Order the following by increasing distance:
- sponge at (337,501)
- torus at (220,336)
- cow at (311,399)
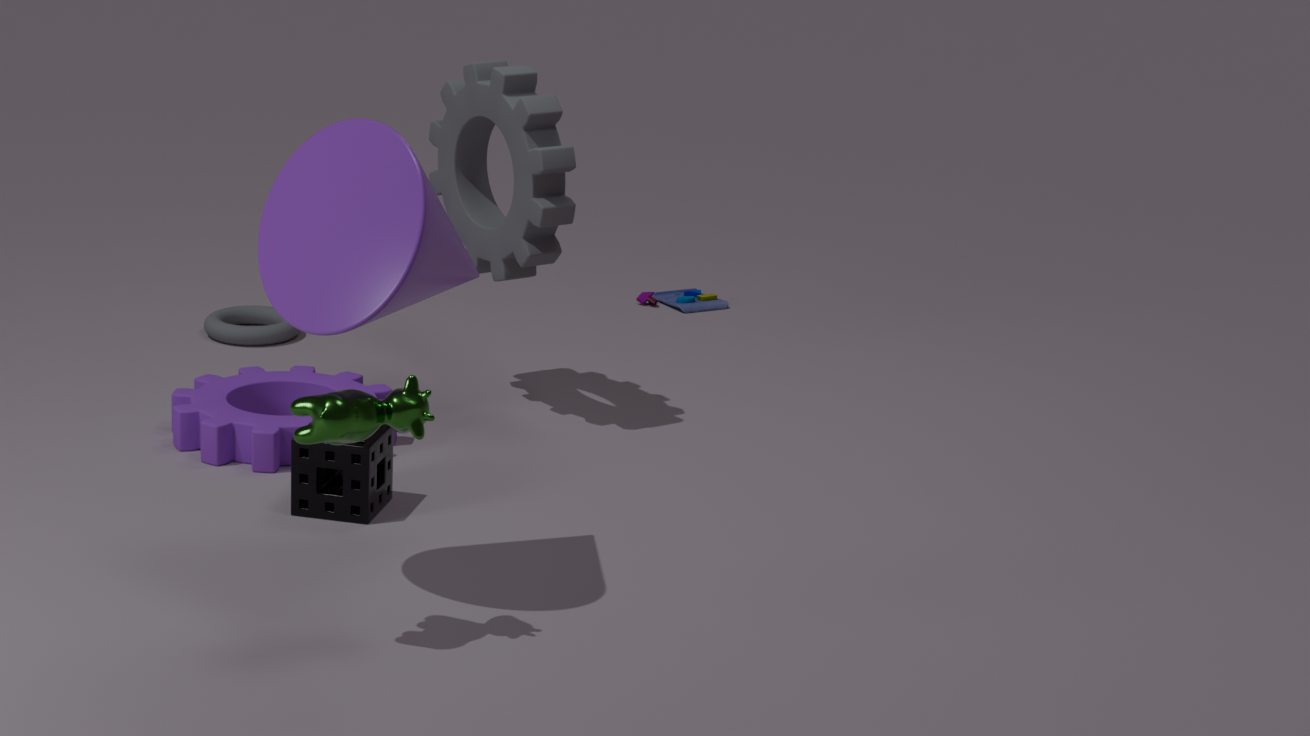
cow at (311,399), sponge at (337,501), torus at (220,336)
